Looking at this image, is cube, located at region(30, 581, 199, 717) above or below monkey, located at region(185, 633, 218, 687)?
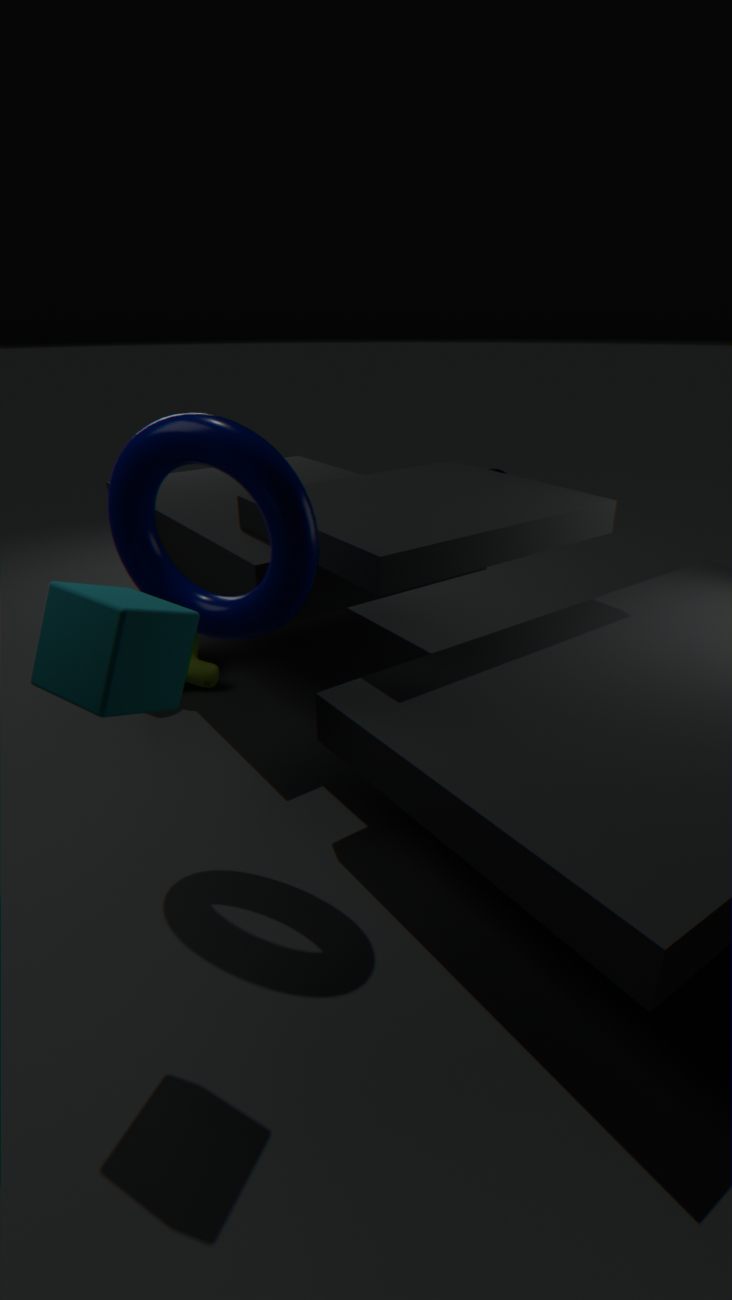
above
